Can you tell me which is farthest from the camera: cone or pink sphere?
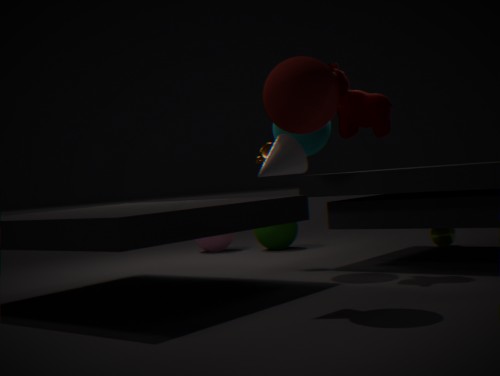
pink sphere
